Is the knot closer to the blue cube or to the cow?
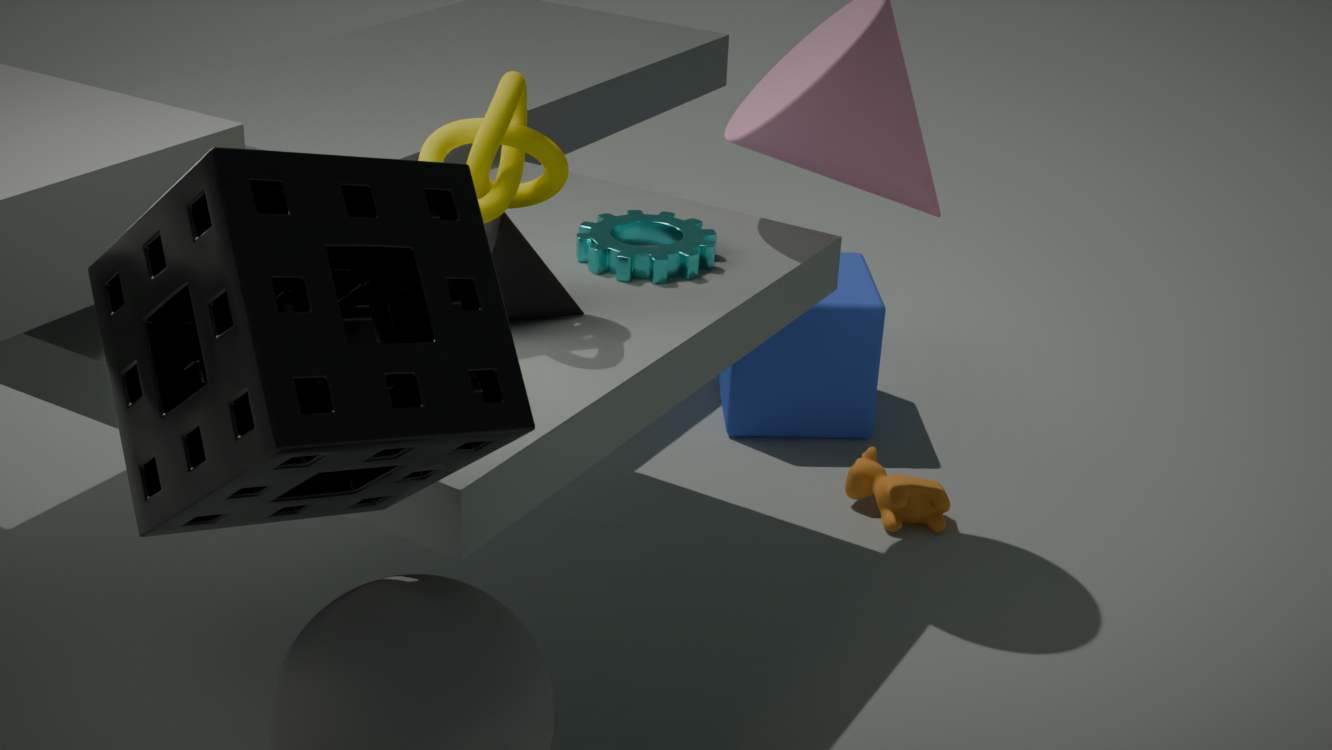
the blue cube
